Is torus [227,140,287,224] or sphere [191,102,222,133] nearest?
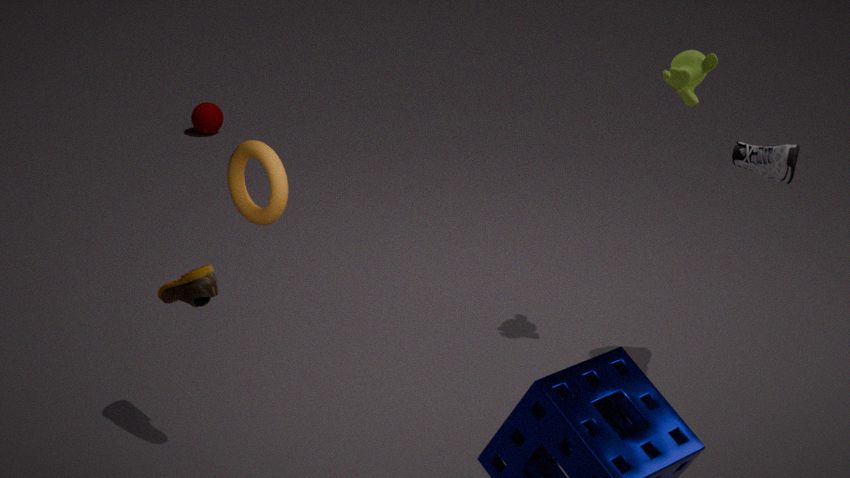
torus [227,140,287,224]
